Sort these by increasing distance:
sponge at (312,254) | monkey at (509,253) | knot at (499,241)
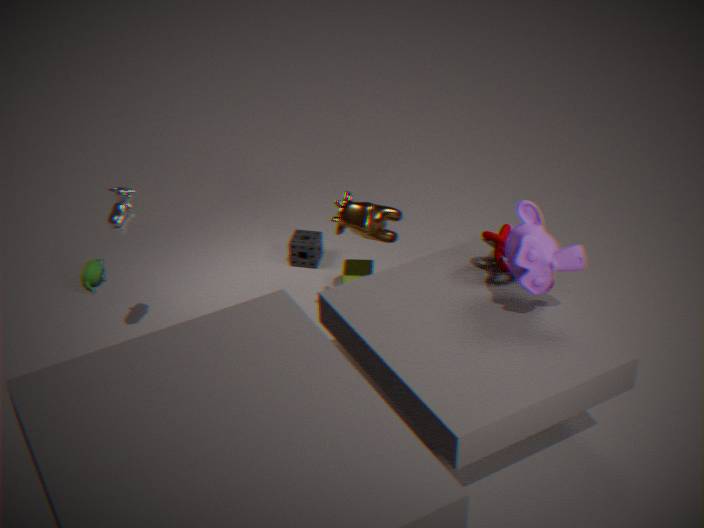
monkey at (509,253) → knot at (499,241) → sponge at (312,254)
